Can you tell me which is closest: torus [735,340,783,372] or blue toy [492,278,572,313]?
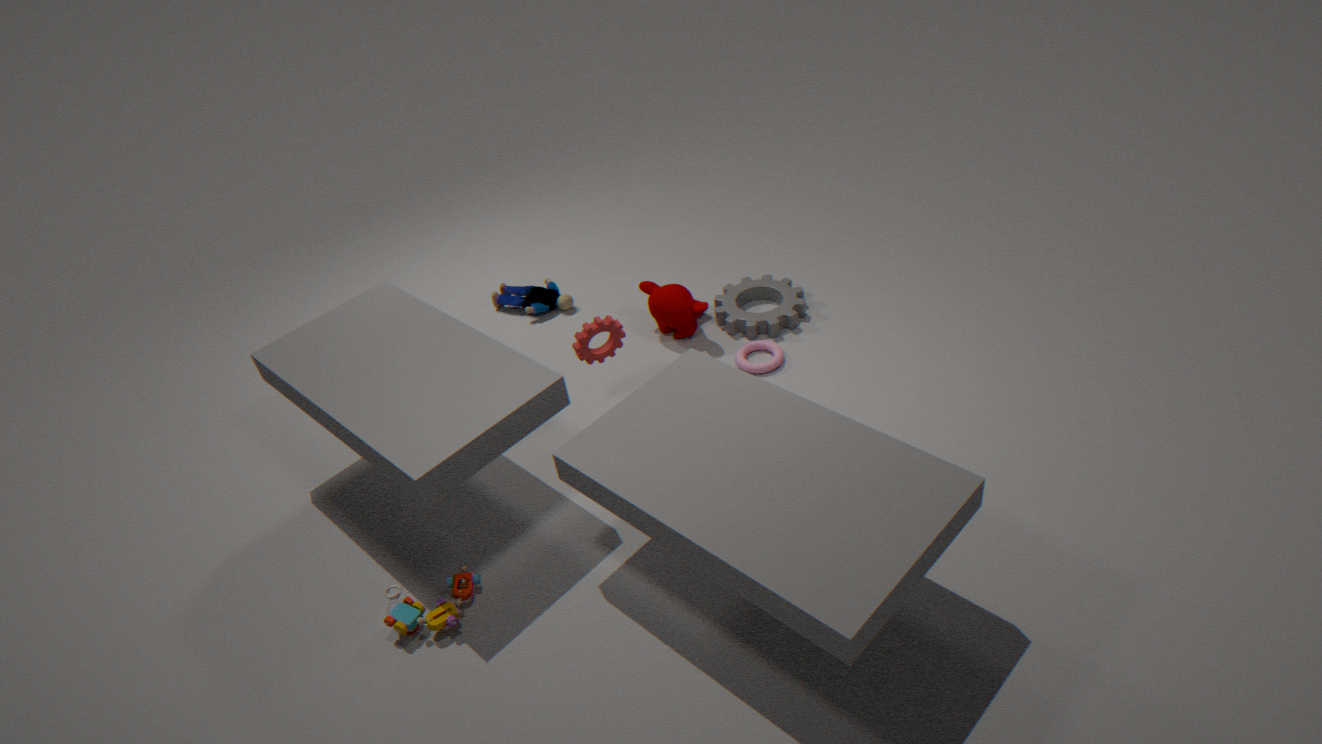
torus [735,340,783,372]
